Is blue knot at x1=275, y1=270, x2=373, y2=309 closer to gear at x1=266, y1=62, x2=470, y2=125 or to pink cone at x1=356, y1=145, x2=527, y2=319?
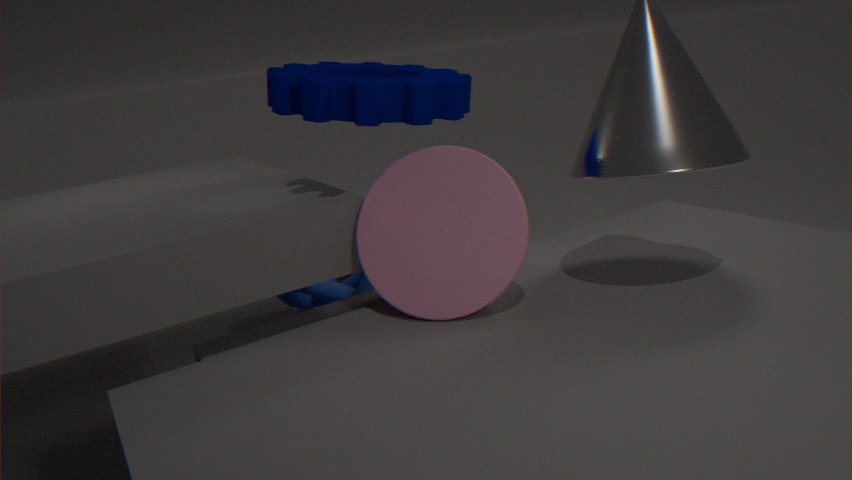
pink cone at x1=356, y1=145, x2=527, y2=319
